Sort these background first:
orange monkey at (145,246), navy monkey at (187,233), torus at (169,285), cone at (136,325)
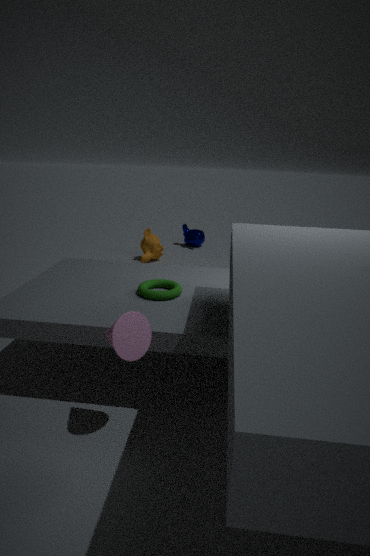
navy monkey at (187,233)
orange monkey at (145,246)
torus at (169,285)
cone at (136,325)
